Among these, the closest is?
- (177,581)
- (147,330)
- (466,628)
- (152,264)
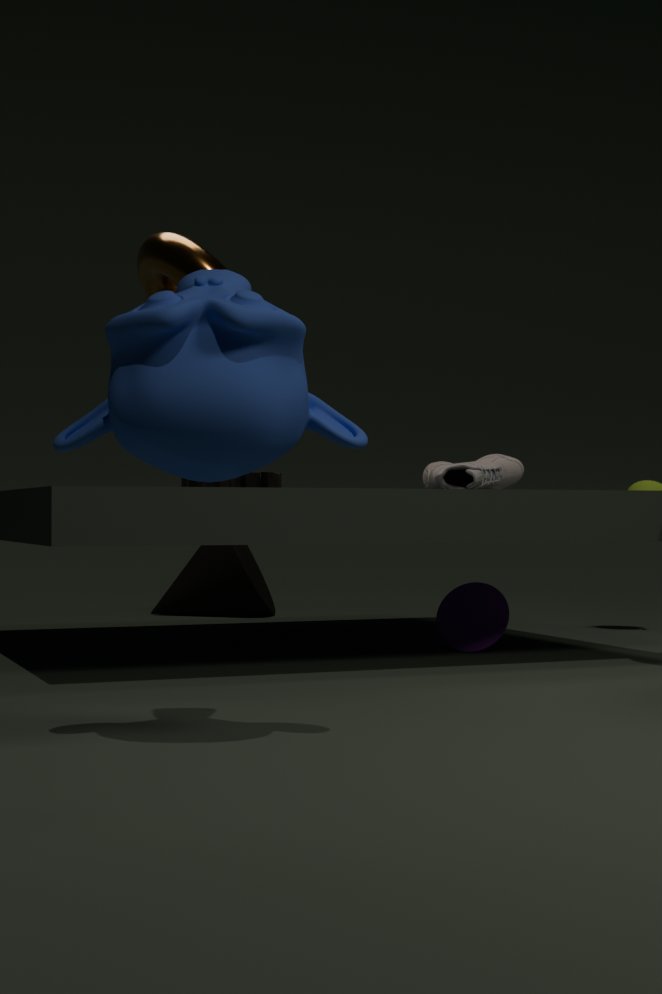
(147,330)
